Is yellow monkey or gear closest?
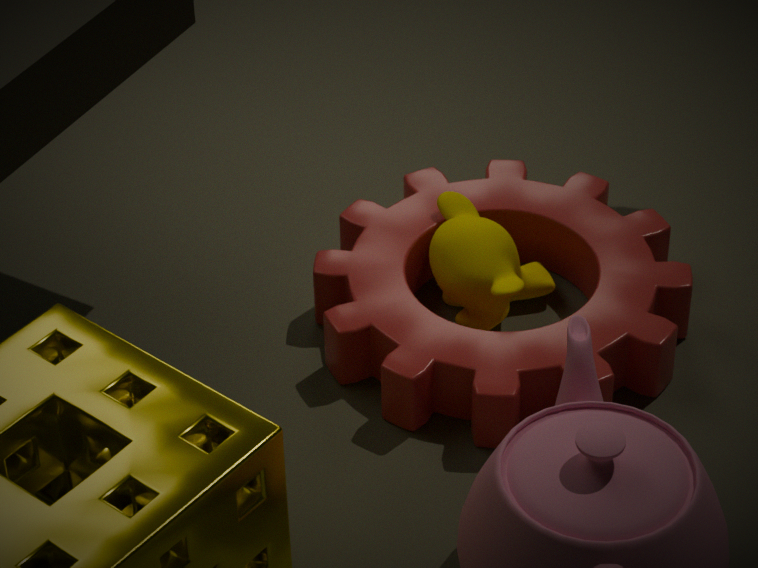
gear
